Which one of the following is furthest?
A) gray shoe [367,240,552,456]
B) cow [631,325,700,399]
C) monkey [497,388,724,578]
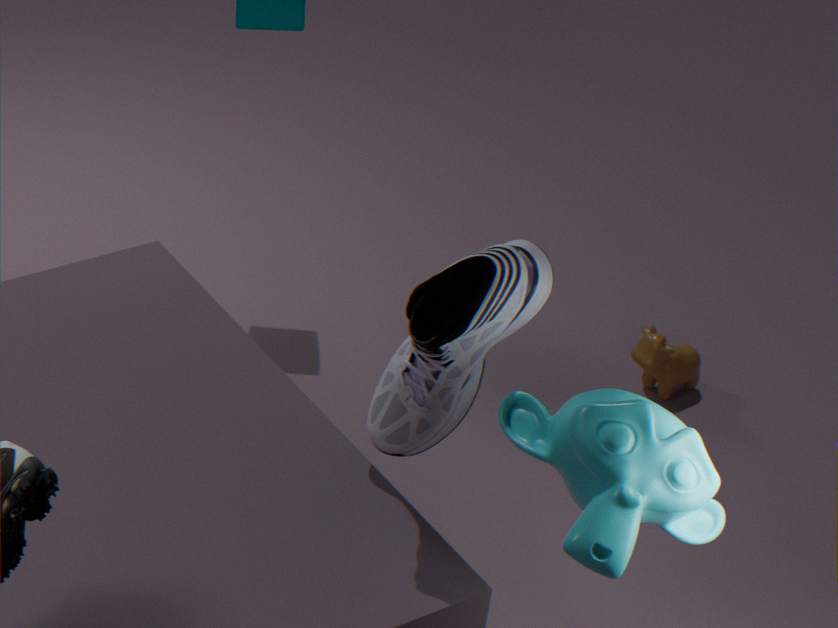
cow [631,325,700,399]
